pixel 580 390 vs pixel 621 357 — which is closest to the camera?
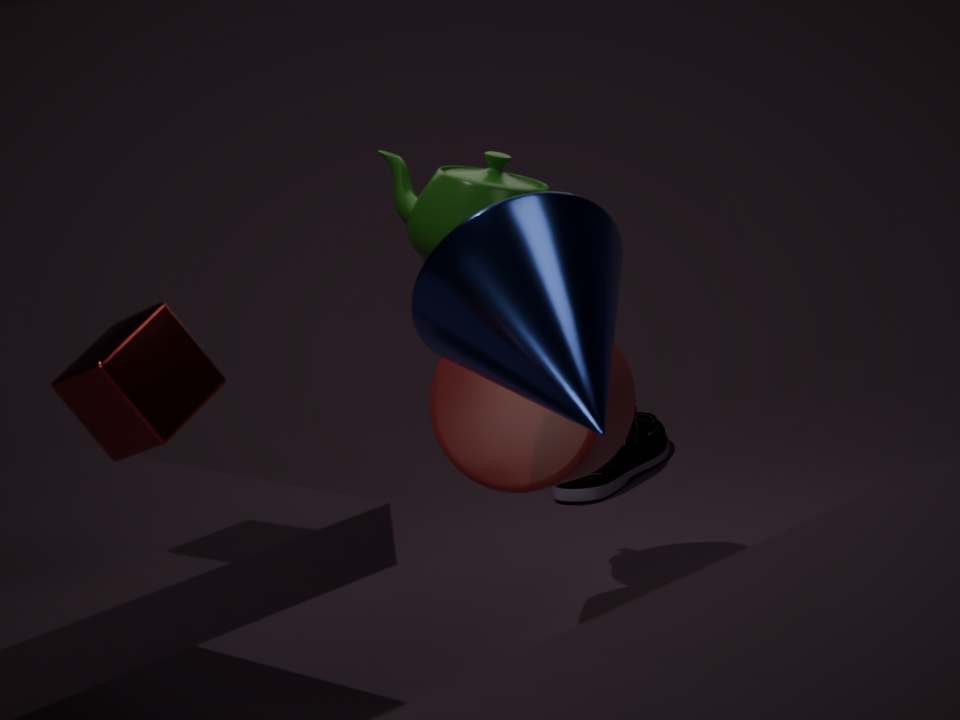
pixel 580 390
